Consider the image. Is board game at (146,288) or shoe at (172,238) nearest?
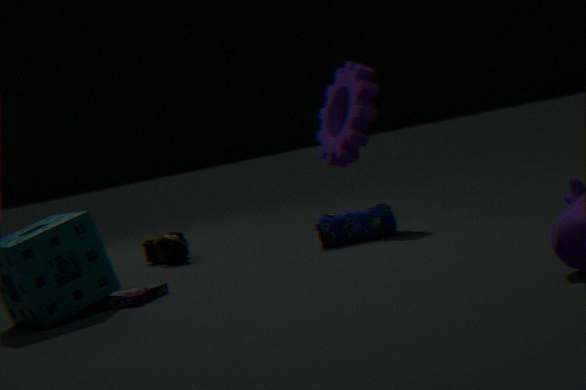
board game at (146,288)
